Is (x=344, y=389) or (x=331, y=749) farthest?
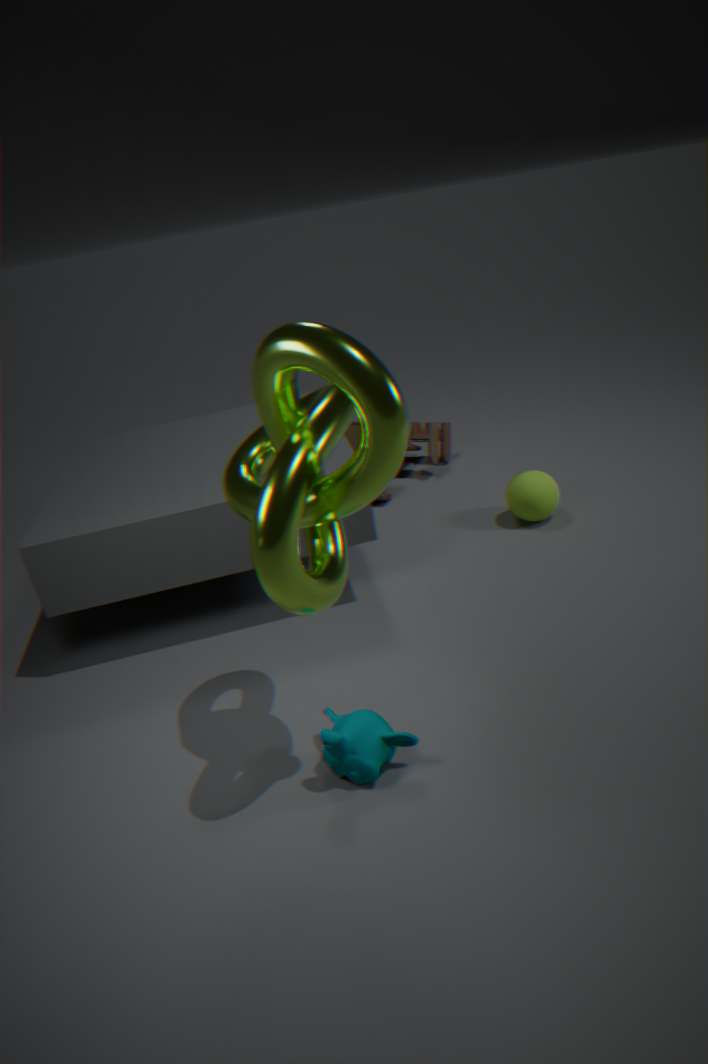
(x=331, y=749)
